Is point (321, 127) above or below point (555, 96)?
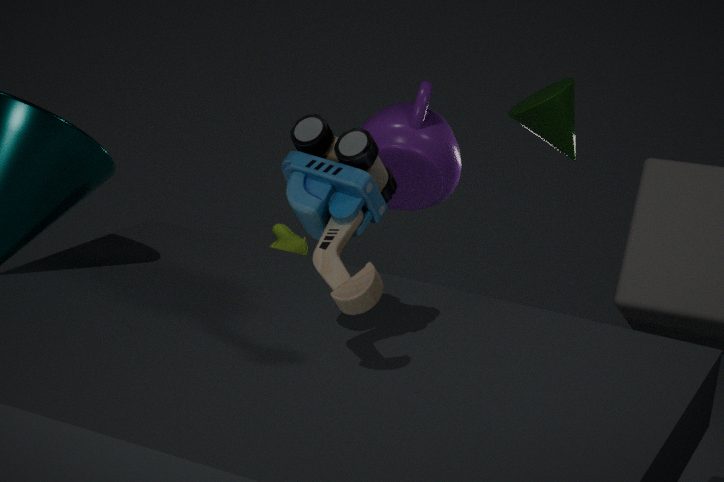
above
